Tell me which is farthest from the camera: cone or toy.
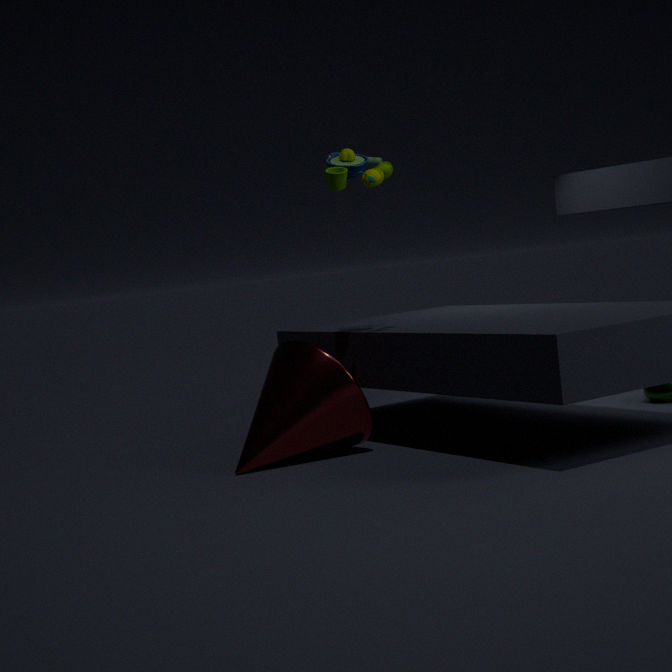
cone
